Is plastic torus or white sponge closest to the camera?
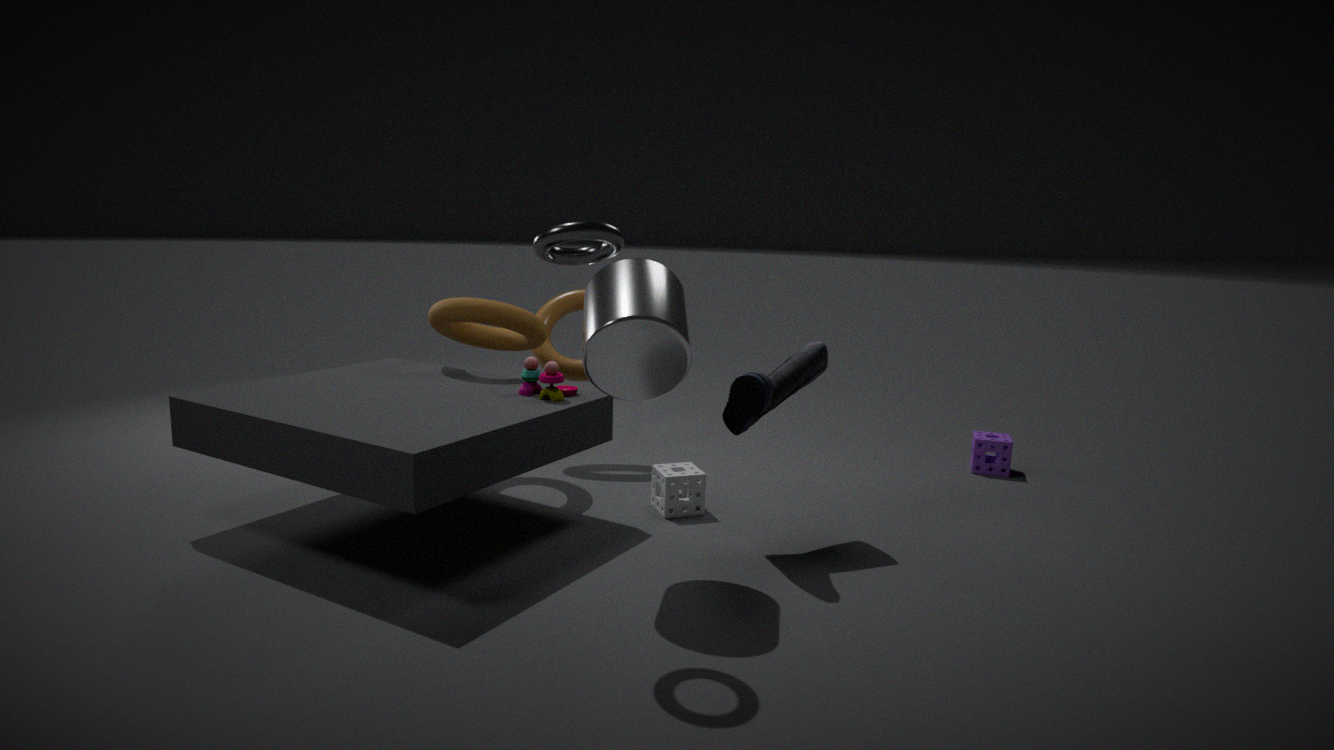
white sponge
